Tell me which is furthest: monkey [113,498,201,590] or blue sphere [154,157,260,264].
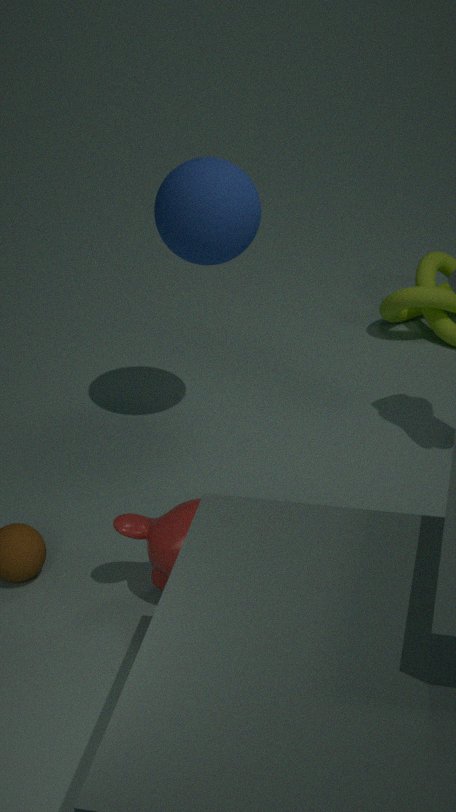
blue sphere [154,157,260,264]
